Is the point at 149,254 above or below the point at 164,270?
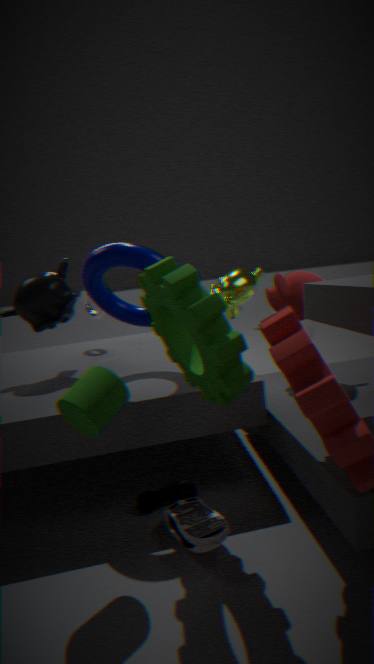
above
